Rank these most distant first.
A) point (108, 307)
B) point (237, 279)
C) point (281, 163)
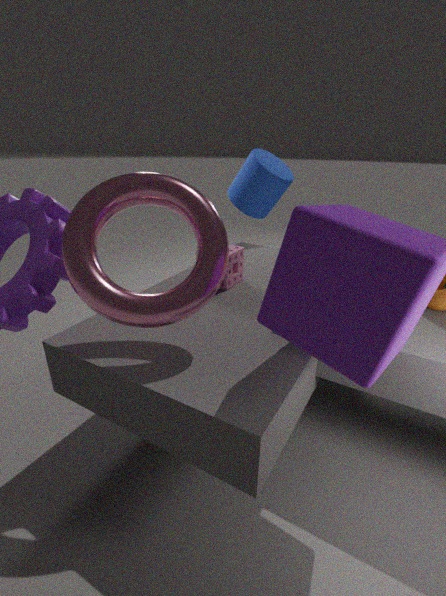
C. point (281, 163) < B. point (237, 279) < A. point (108, 307)
